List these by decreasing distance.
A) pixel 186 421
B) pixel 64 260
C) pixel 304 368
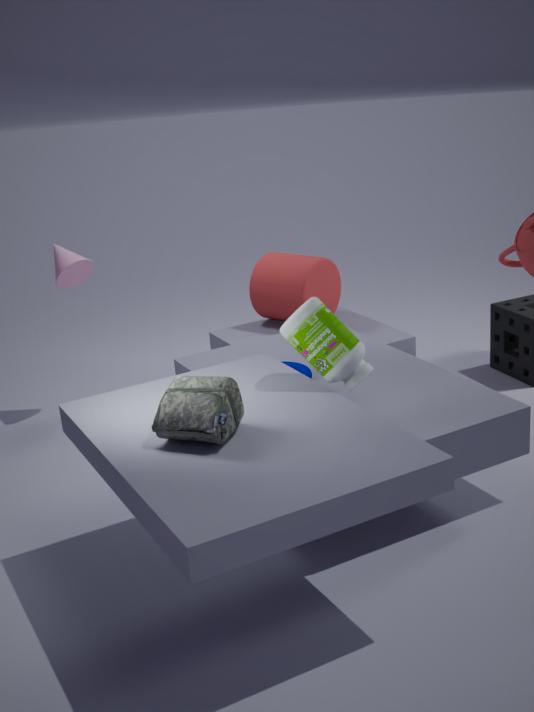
pixel 64 260 < pixel 304 368 < pixel 186 421
